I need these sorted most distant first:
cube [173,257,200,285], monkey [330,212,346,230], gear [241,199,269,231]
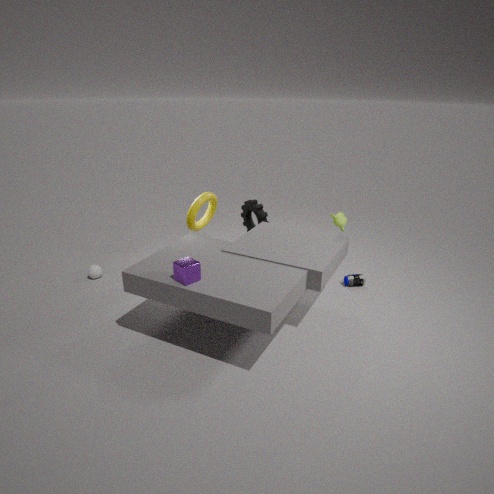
gear [241,199,269,231] < monkey [330,212,346,230] < cube [173,257,200,285]
